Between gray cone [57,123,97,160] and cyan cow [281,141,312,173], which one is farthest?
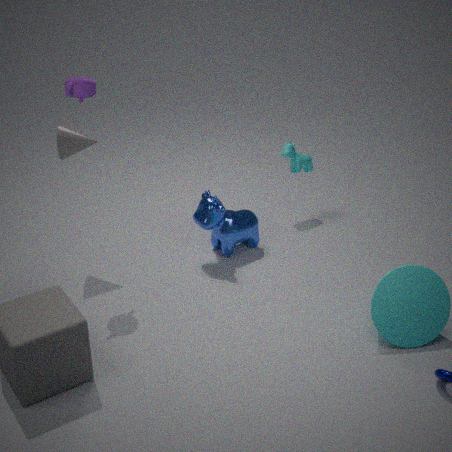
cyan cow [281,141,312,173]
